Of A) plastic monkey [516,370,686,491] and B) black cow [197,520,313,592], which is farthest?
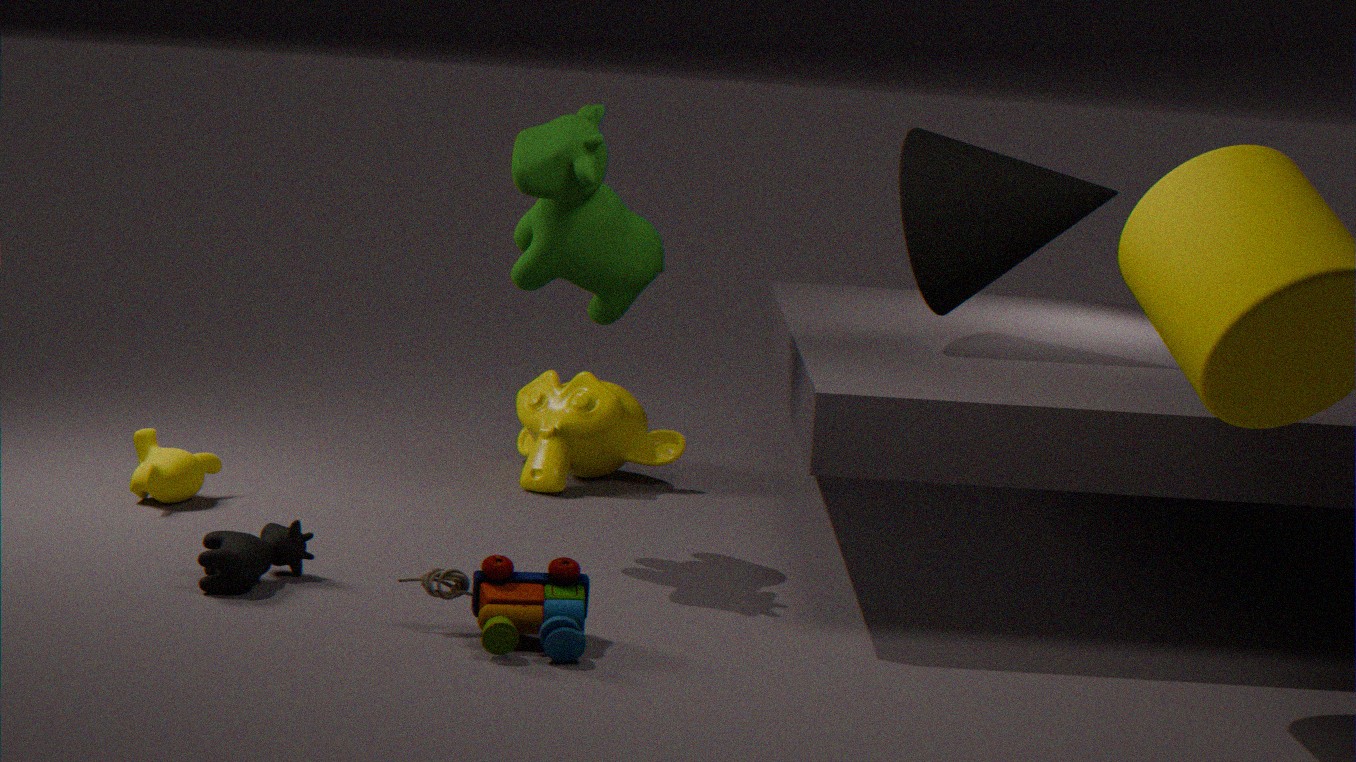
A. plastic monkey [516,370,686,491]
